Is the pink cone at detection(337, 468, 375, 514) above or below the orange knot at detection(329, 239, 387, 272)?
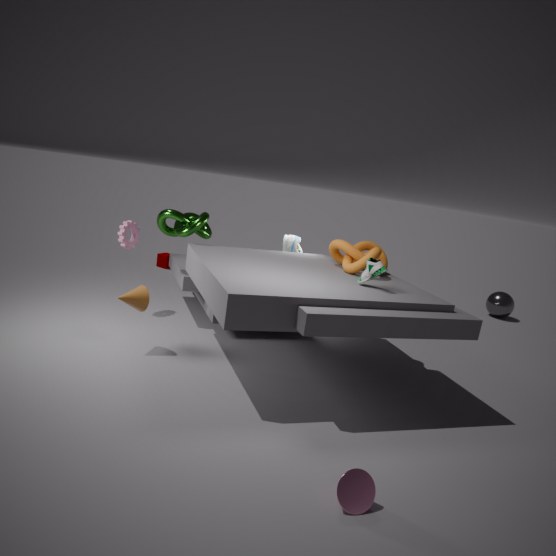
below
